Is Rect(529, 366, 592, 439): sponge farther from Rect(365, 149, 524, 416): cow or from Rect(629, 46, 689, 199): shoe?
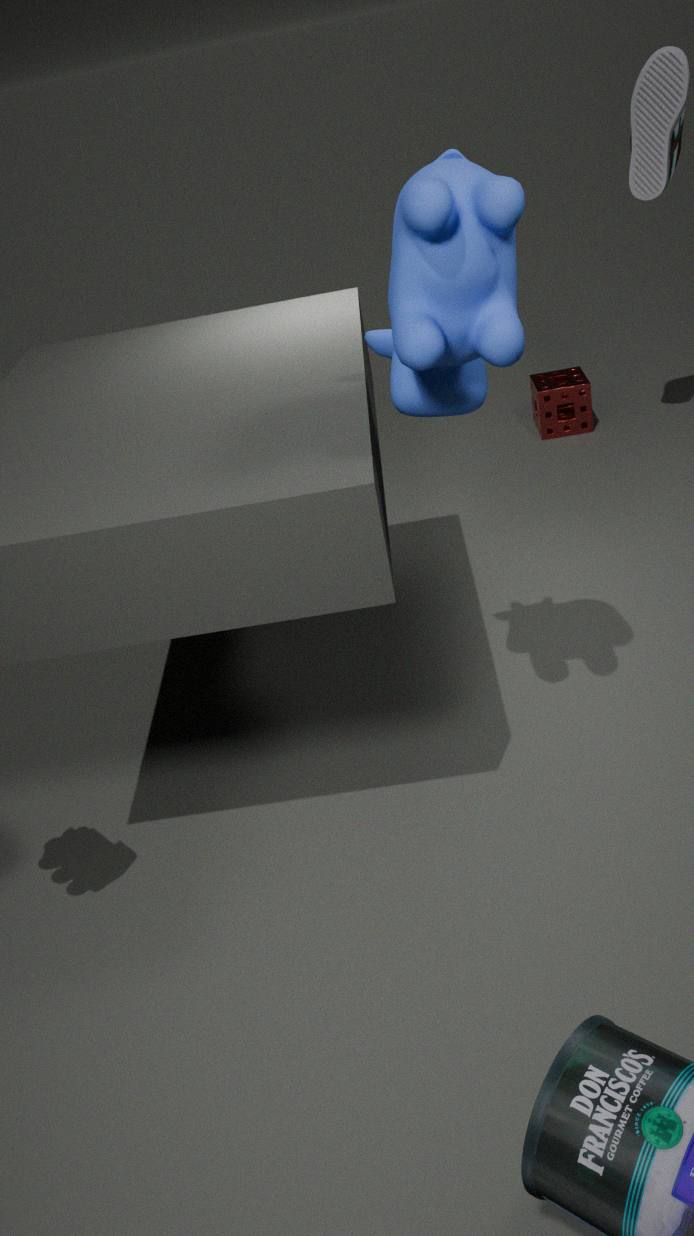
Rect(365, 149, 524, 416): cow
